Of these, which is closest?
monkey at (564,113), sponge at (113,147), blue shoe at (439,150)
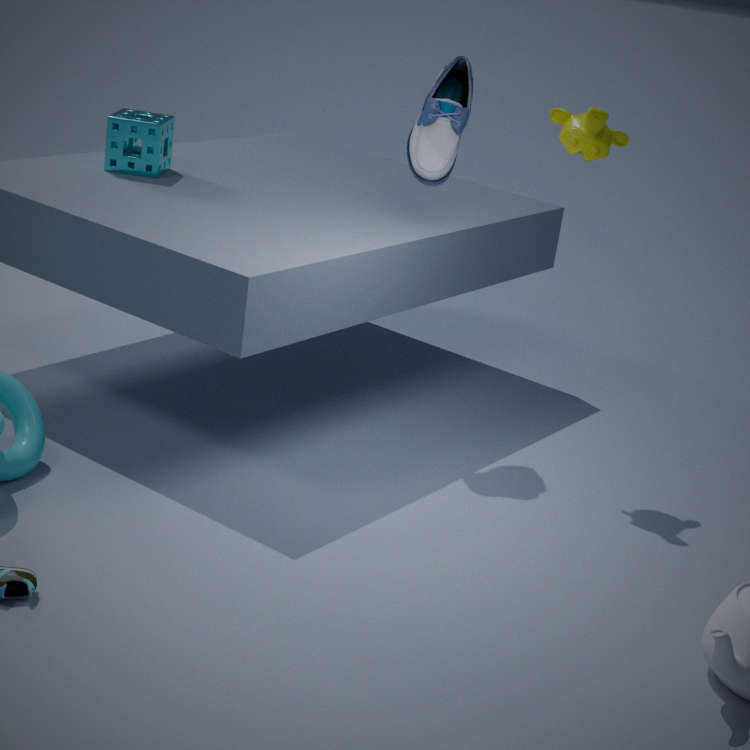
monkey at (564,113)
